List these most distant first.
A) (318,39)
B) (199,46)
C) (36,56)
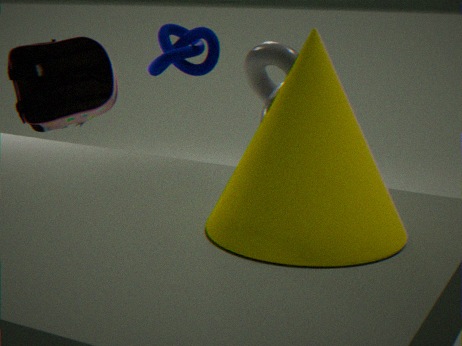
1. (36,56)
2. (199,46)
3. (318,39)
